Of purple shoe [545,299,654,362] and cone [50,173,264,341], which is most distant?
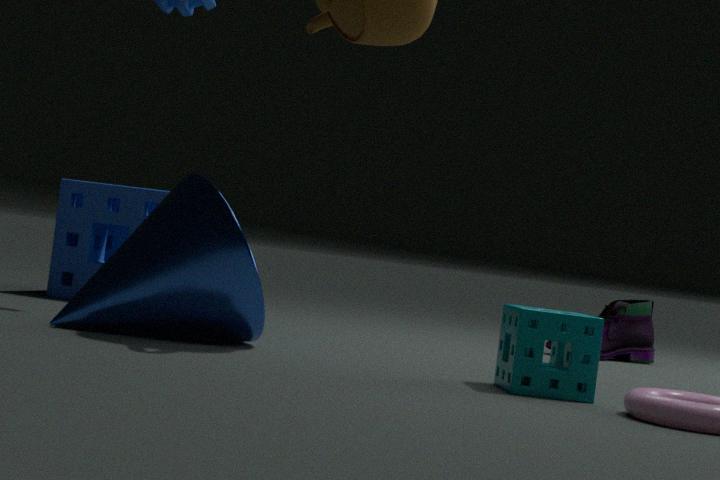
purple shoe [545,299,654,362]
